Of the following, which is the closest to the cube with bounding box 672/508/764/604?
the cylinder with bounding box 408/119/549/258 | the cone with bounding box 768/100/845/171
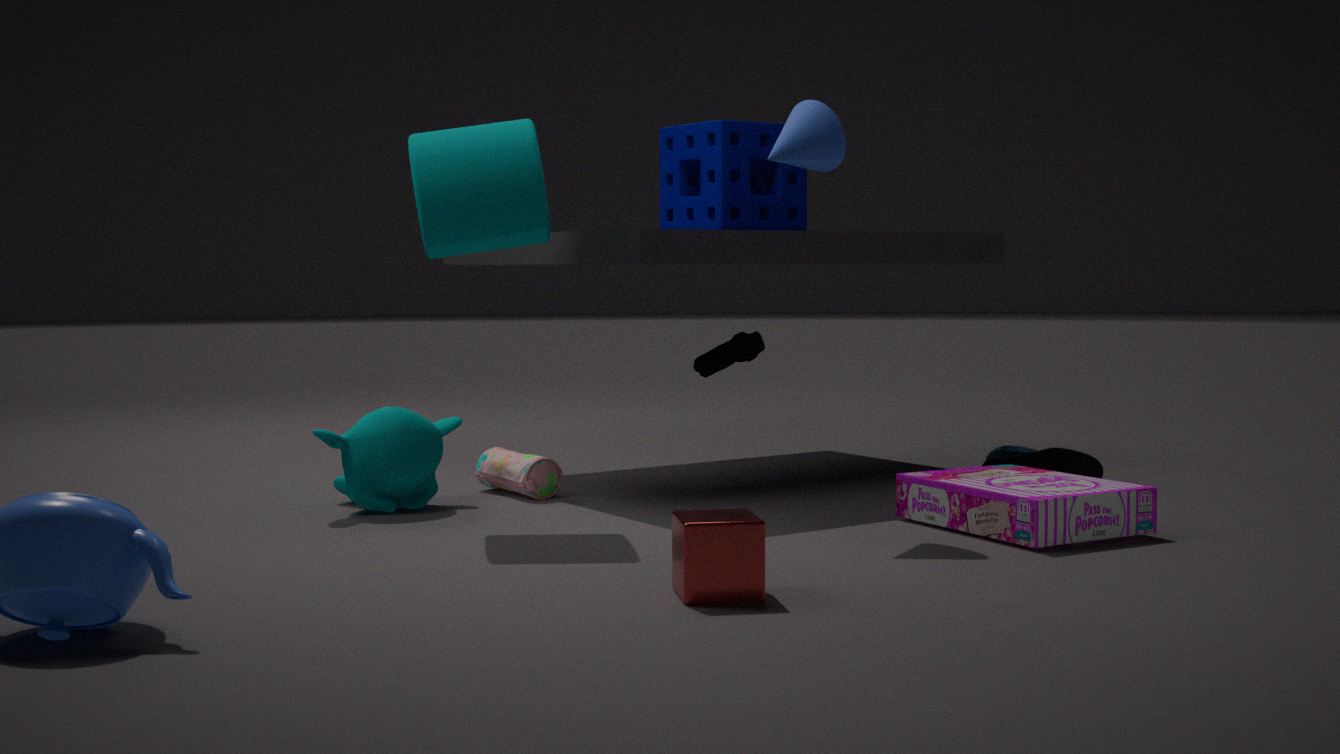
the cylinder with bounding box 408/119/549/258
